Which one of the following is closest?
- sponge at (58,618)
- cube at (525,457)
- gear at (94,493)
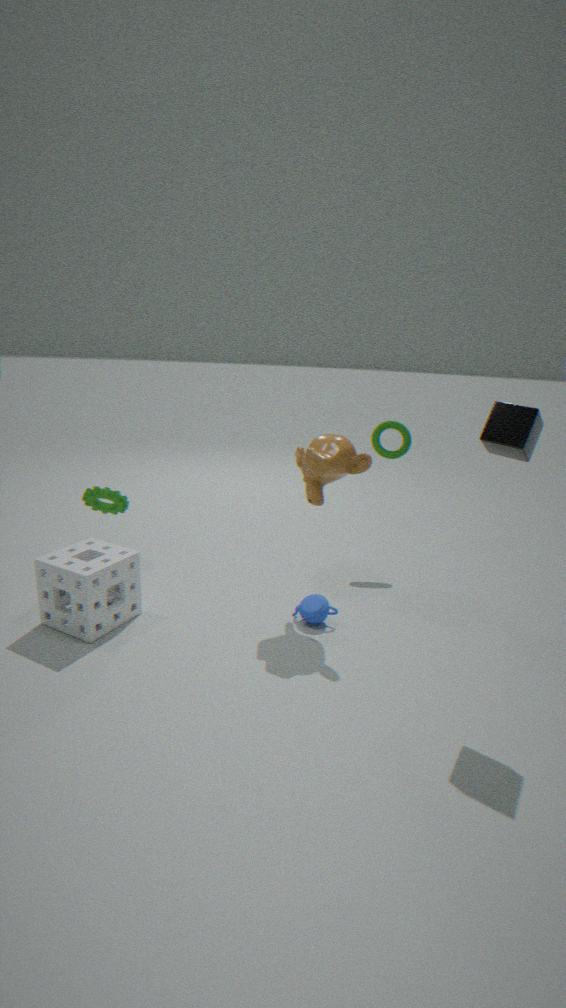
cube at (525,457)
